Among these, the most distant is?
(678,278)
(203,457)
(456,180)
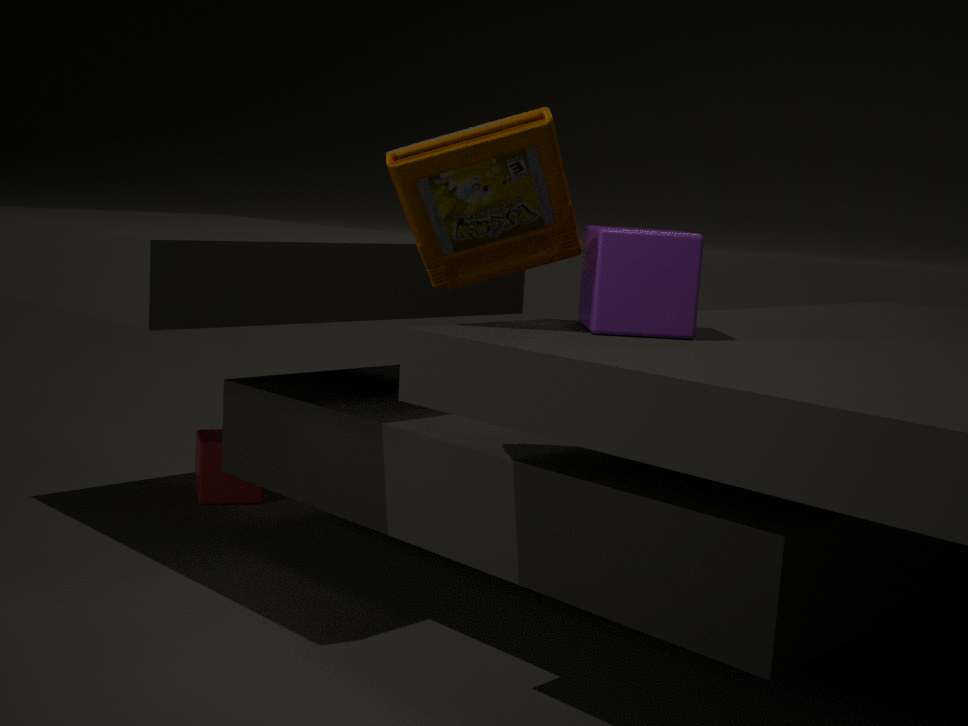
(203,457)
